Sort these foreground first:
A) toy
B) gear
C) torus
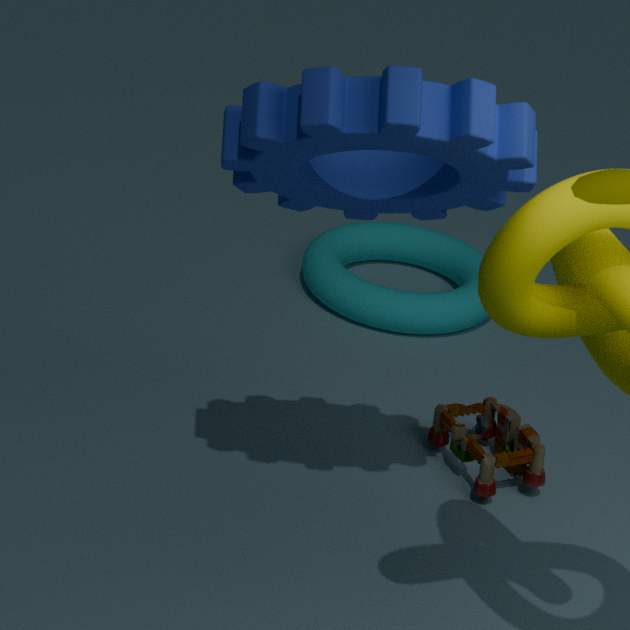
gear → toy → torus
